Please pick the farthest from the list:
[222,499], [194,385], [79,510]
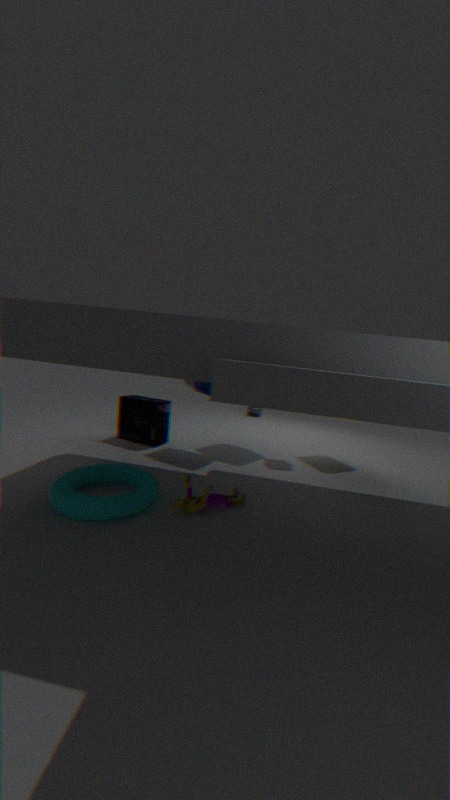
[194,385]
